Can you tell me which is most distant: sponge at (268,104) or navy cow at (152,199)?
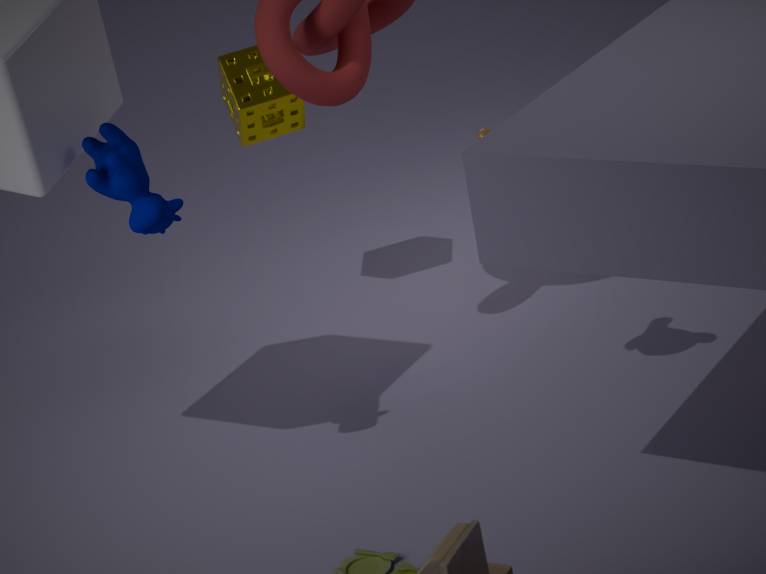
sponge at (268,104)
